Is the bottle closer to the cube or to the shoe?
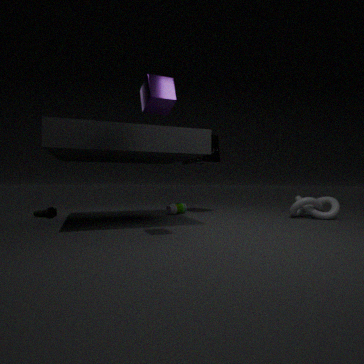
the shoe
